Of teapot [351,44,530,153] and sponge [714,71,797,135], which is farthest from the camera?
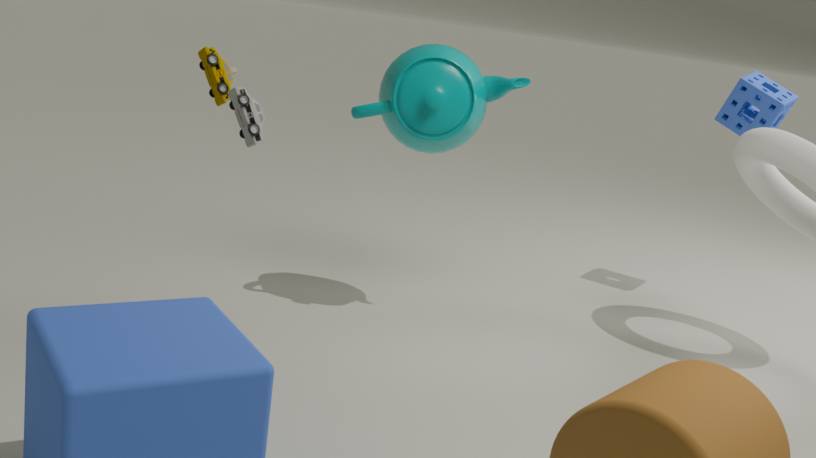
sponge [714,71,797,135]
